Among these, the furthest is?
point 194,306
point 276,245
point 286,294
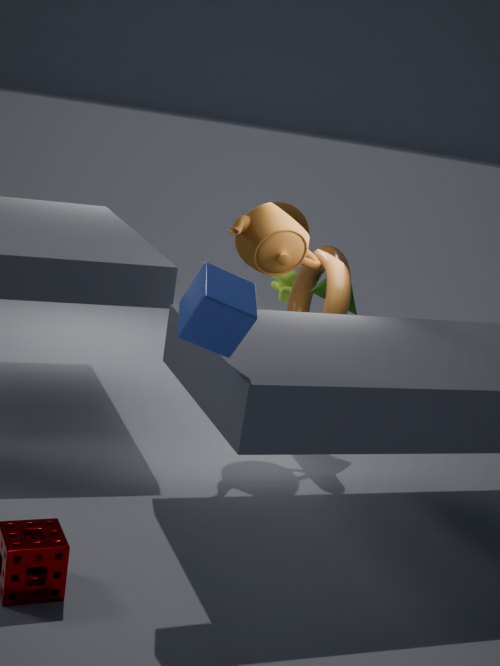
point 286,294
